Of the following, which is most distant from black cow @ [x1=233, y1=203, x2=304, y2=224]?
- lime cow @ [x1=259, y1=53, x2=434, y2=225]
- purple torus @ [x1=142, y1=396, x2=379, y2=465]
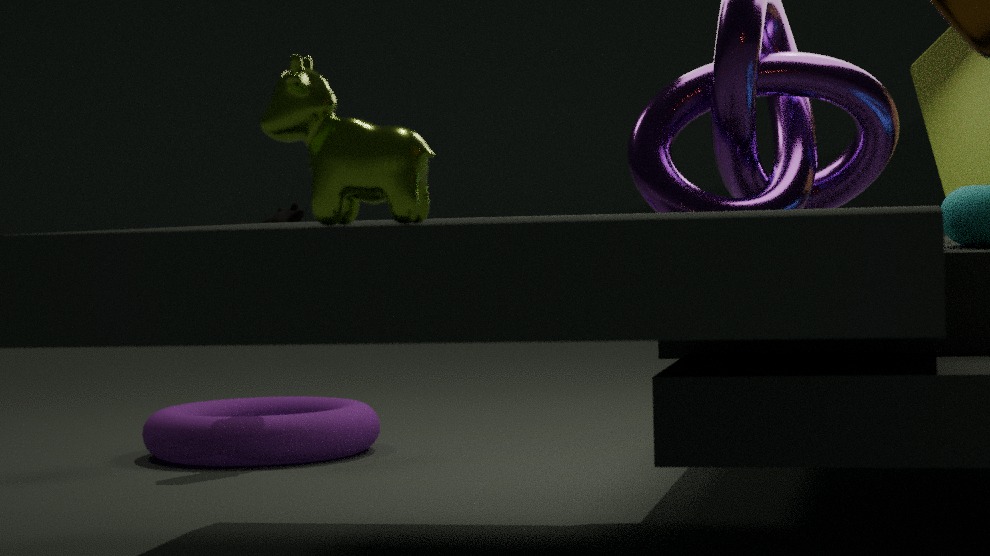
lime cow @ [x1=259, y1=53, x2=434, y2=225]
